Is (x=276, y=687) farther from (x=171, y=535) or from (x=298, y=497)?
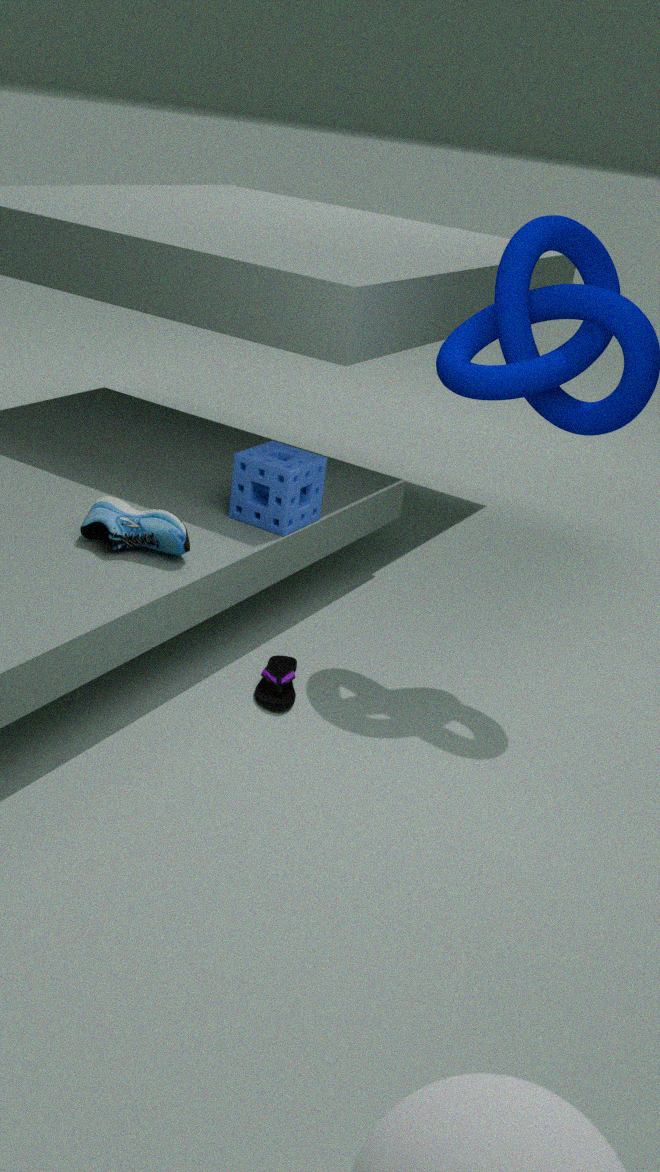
(x=298, y=497)
